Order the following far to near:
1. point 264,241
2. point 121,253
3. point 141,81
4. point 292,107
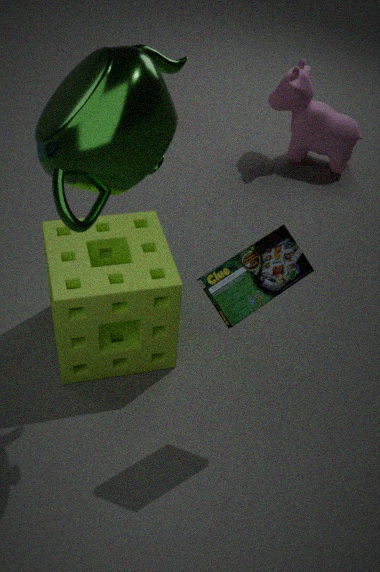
point 292,107, point 121,253, point 264,241, point 141,81
